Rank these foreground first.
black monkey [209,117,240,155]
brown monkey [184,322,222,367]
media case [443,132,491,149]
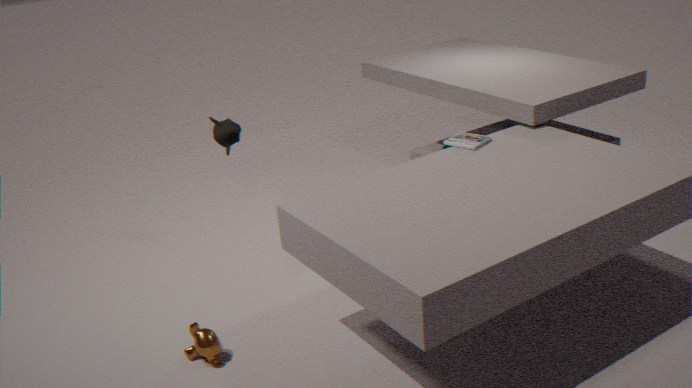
brown monkey [184,322,222,367], media case [443,132,491,149], black monkey [209,117,240,155]
